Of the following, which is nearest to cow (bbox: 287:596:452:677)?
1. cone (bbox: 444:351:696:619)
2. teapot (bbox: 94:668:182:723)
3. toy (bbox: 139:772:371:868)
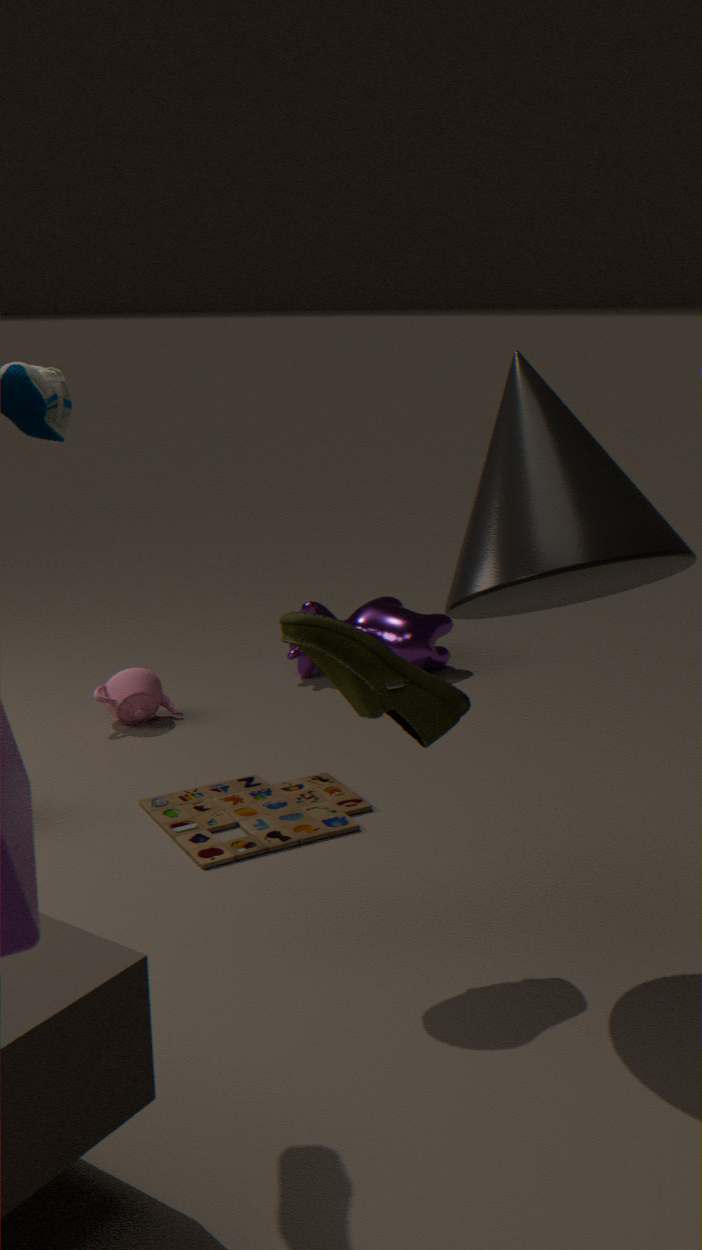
teapot (bbox: 94:668:182:723)
